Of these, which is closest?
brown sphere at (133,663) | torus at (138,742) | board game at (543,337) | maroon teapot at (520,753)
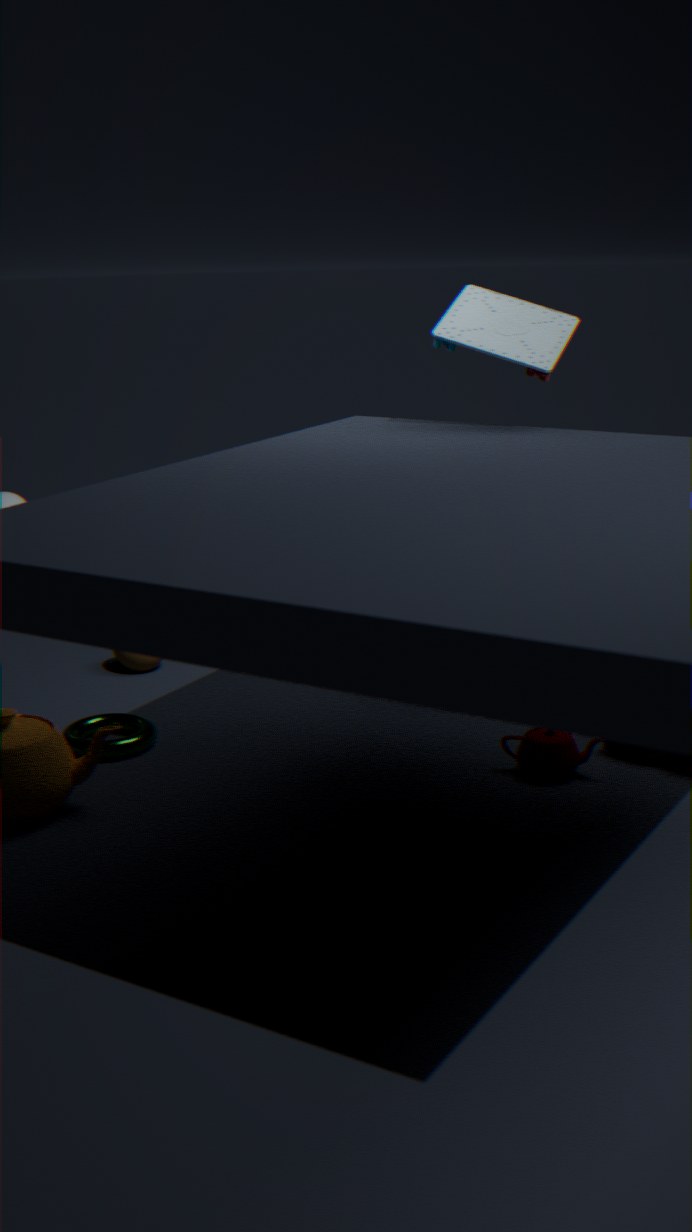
board game at (543,337)
